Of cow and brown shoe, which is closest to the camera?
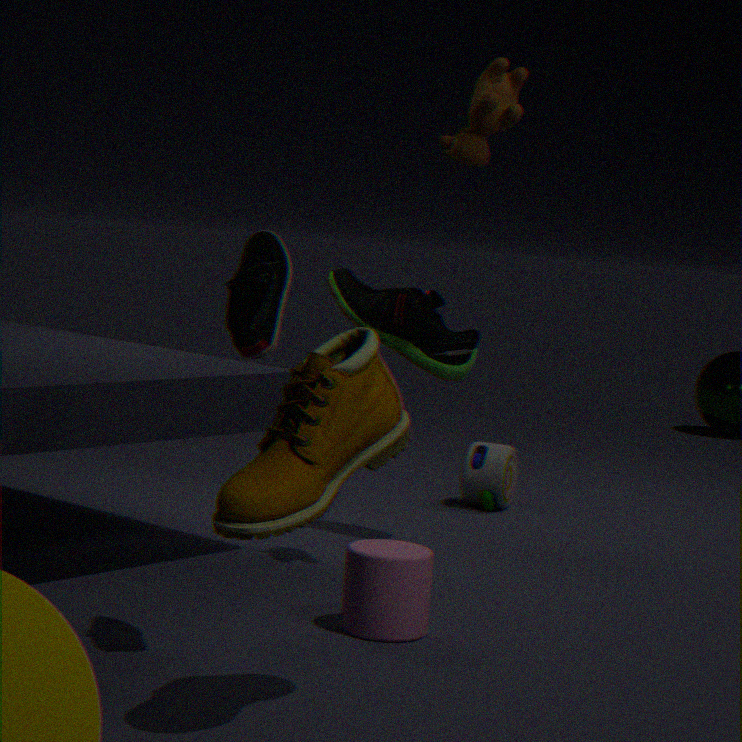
brown shoe
